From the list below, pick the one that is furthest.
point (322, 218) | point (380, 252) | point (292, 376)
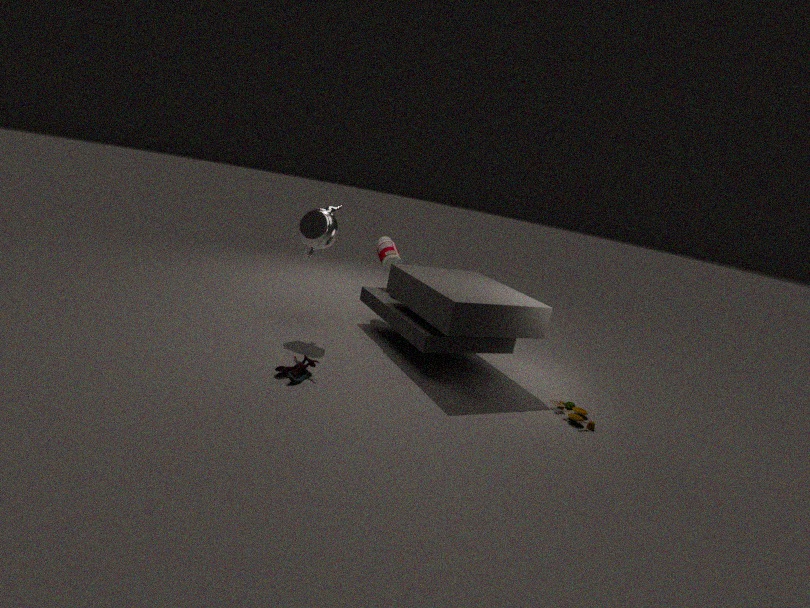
point (380, 252)
